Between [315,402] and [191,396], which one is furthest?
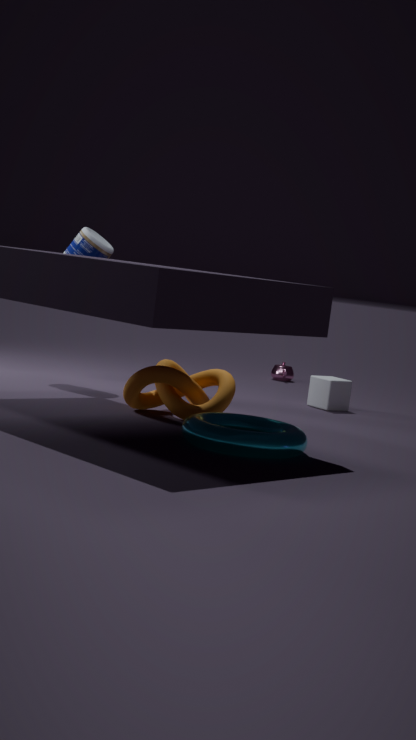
[315,402]
